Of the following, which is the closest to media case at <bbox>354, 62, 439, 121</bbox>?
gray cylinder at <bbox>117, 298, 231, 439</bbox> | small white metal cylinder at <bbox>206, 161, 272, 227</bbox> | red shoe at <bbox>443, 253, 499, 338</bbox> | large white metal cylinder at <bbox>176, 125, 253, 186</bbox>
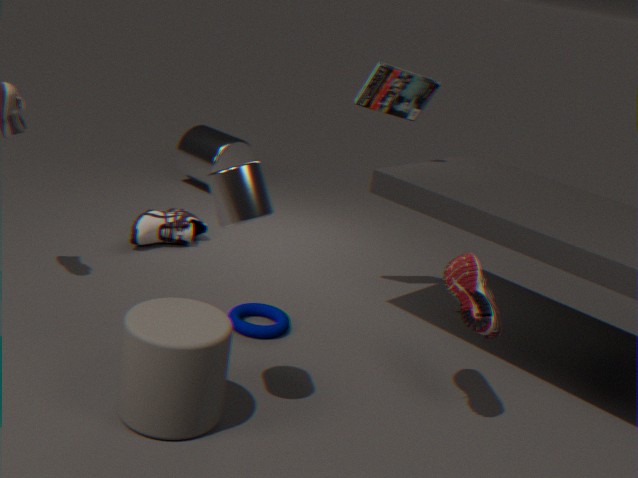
red shoe at <bbox>443, 253, 499, 338</bbox>
